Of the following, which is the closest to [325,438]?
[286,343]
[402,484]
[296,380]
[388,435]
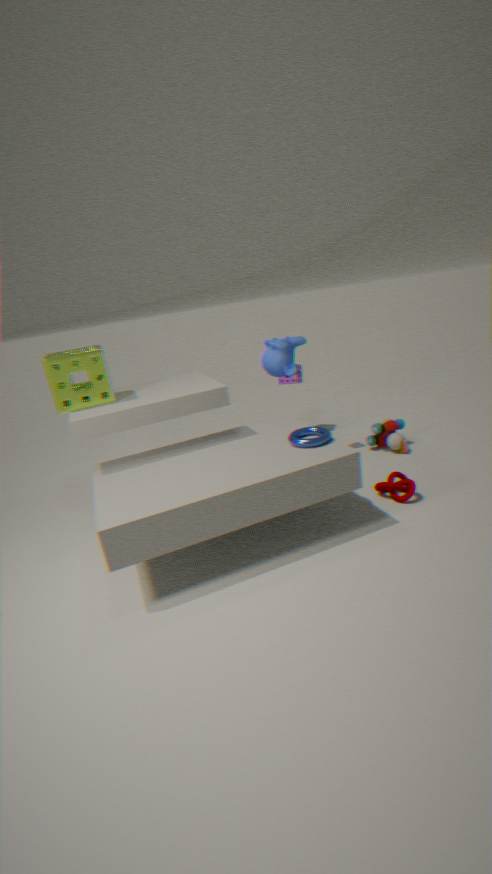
[402,484]
